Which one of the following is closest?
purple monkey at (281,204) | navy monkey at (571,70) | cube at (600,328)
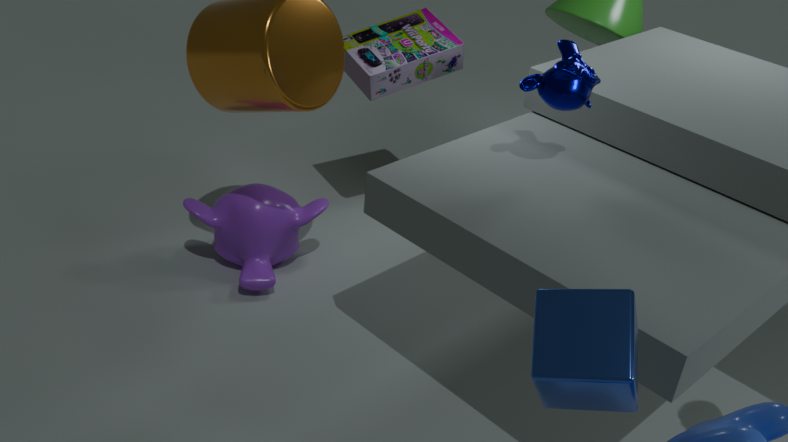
cube at (600,328)
